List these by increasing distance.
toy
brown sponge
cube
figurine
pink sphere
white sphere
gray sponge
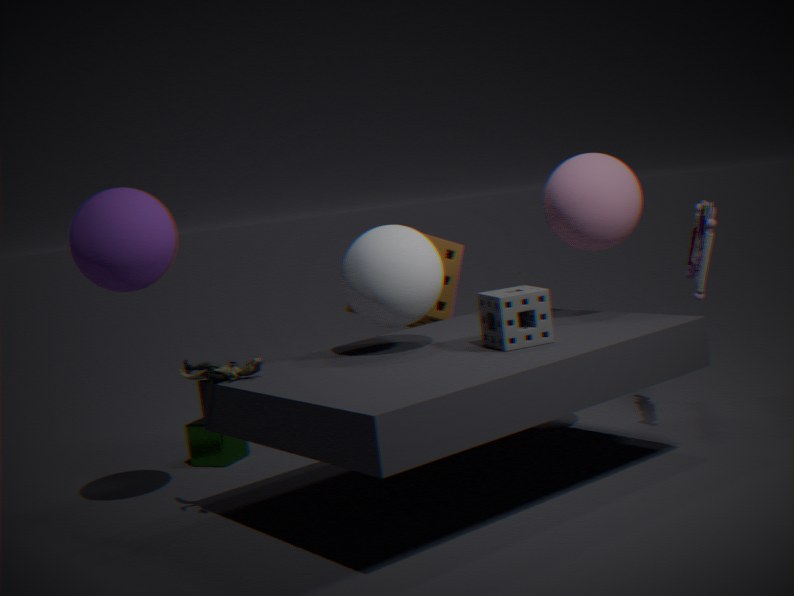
gray sponge → figurine → white sphere → pink sphere → toy → cube → brown sponge
